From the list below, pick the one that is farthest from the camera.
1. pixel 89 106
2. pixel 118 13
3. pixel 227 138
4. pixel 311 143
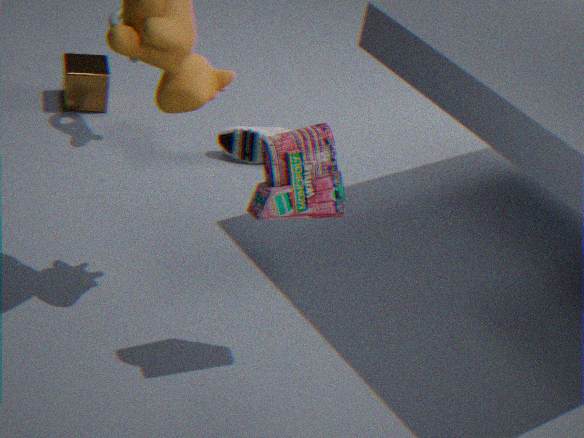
pixel 89 106
